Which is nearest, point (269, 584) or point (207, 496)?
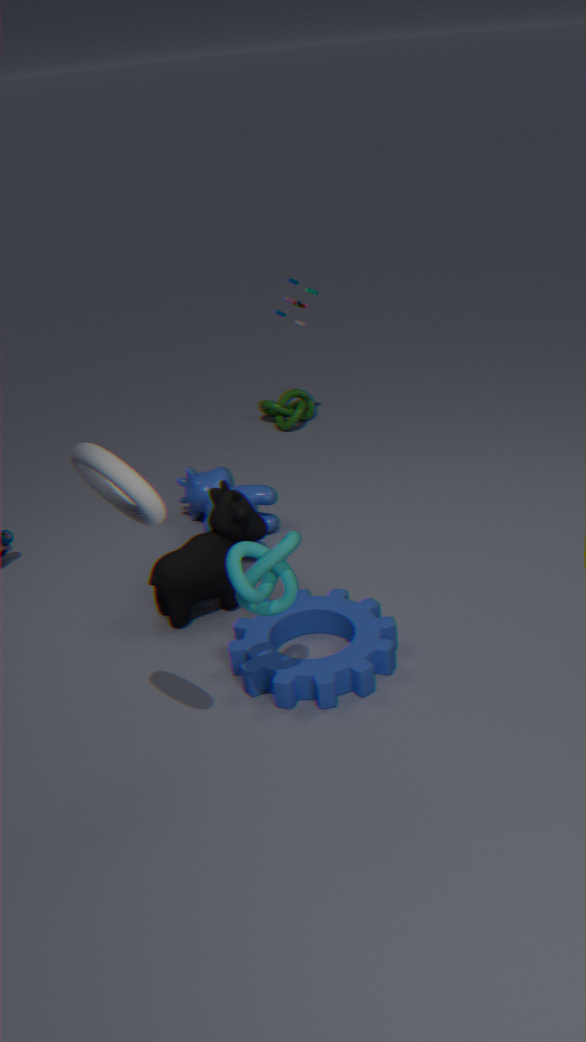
point (269, 584)
